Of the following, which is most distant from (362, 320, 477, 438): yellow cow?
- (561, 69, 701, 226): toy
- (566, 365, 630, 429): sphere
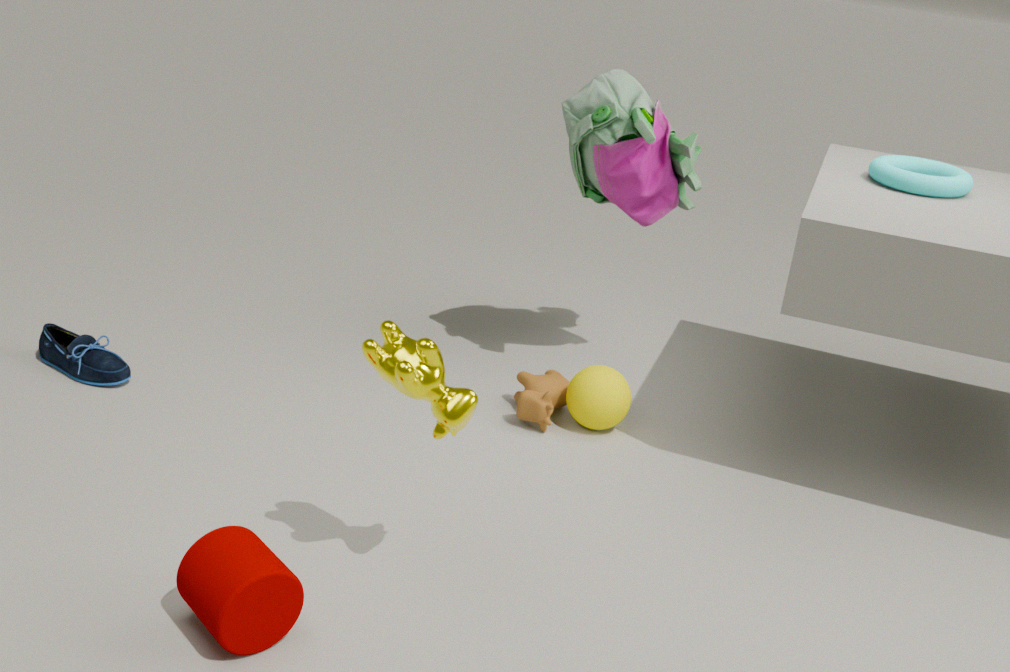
(561, 69, 701, 226): toy
